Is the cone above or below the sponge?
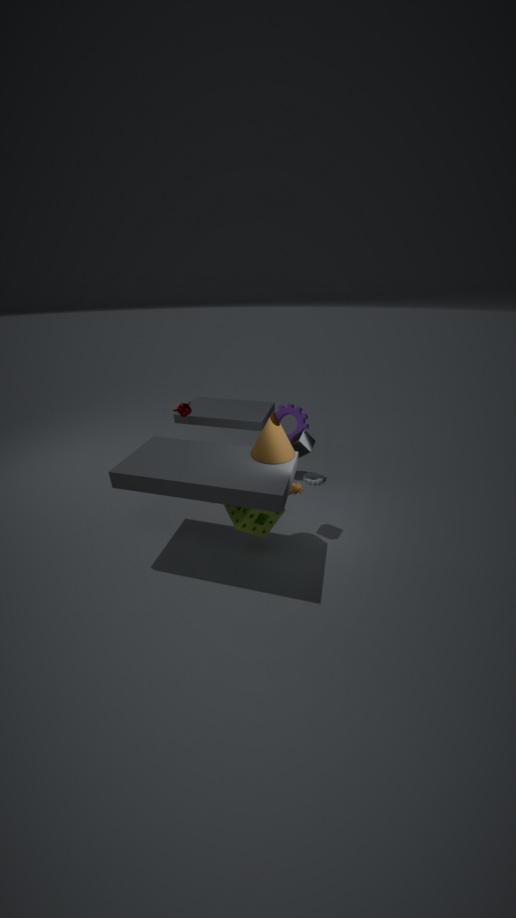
above
